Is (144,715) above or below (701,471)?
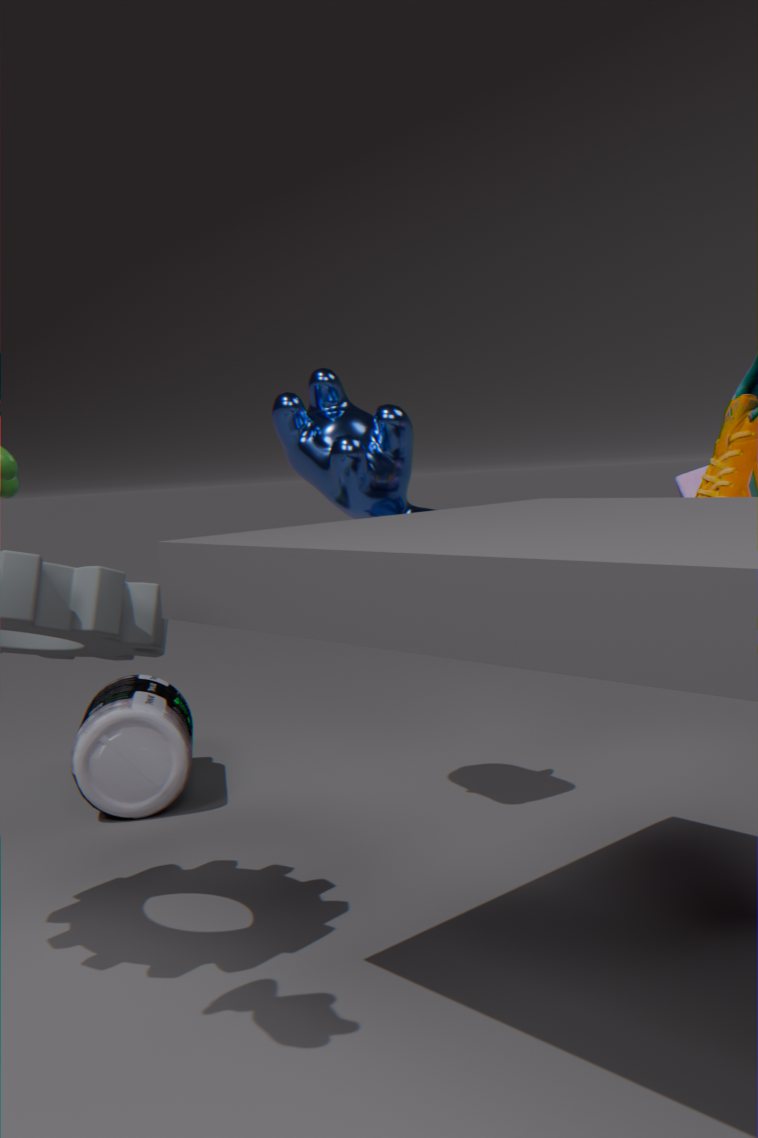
below
